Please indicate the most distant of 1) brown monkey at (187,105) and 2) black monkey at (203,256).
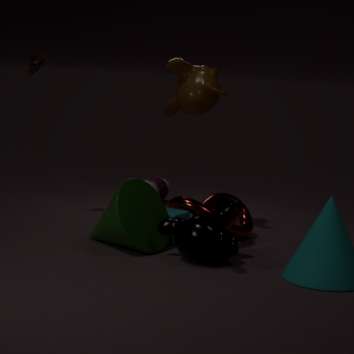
1. brown monkey at (187,105)
